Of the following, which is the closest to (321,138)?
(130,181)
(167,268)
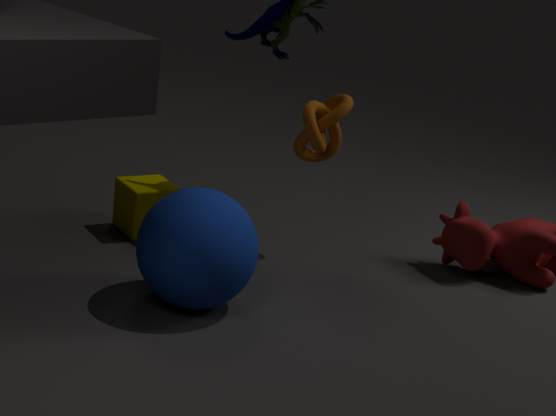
(167,268)
